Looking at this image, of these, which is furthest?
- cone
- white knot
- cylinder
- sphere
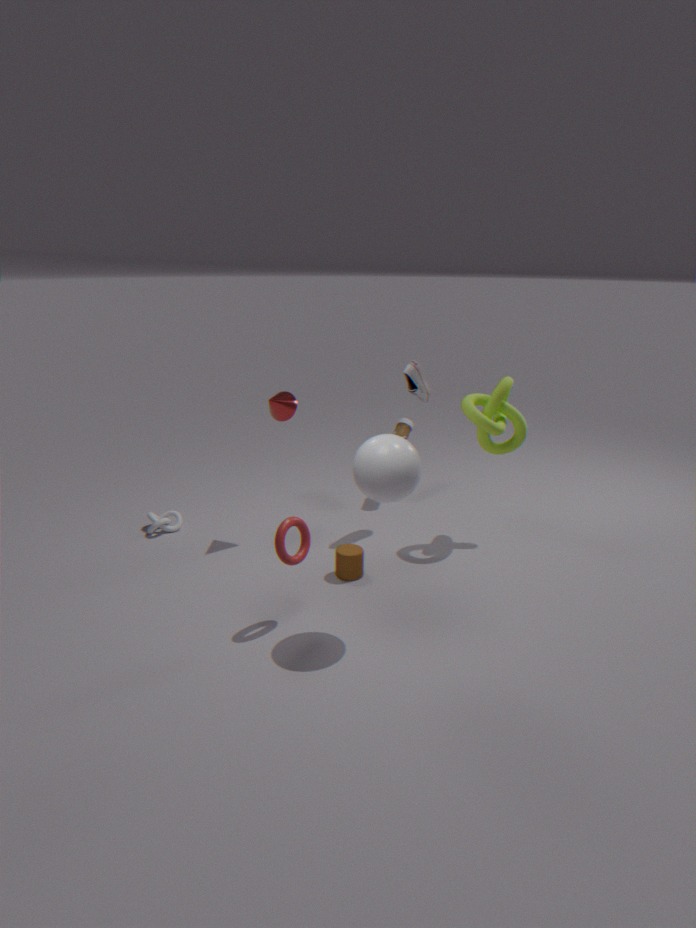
white knot
